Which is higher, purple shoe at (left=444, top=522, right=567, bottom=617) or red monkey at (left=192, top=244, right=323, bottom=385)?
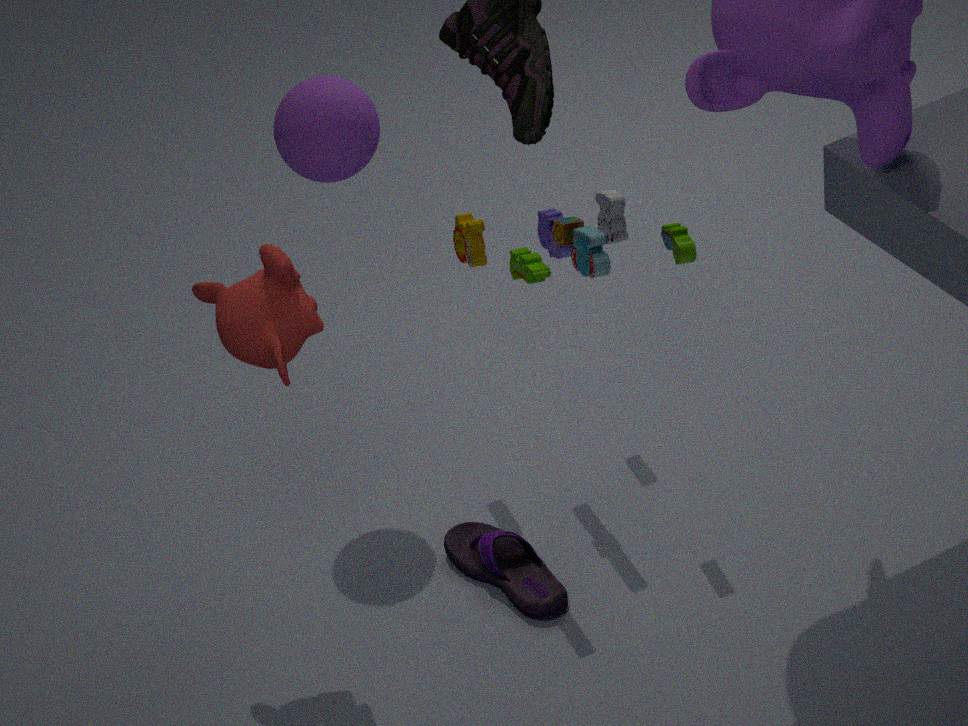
red monkey at (left=192, top=244, right=323, bottom=385)
